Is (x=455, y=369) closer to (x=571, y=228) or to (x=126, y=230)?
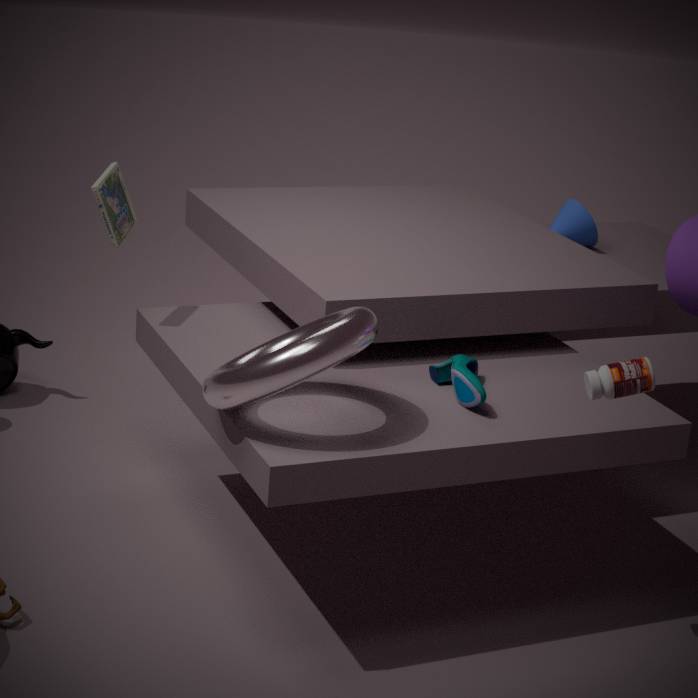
(x=126, y=230)
